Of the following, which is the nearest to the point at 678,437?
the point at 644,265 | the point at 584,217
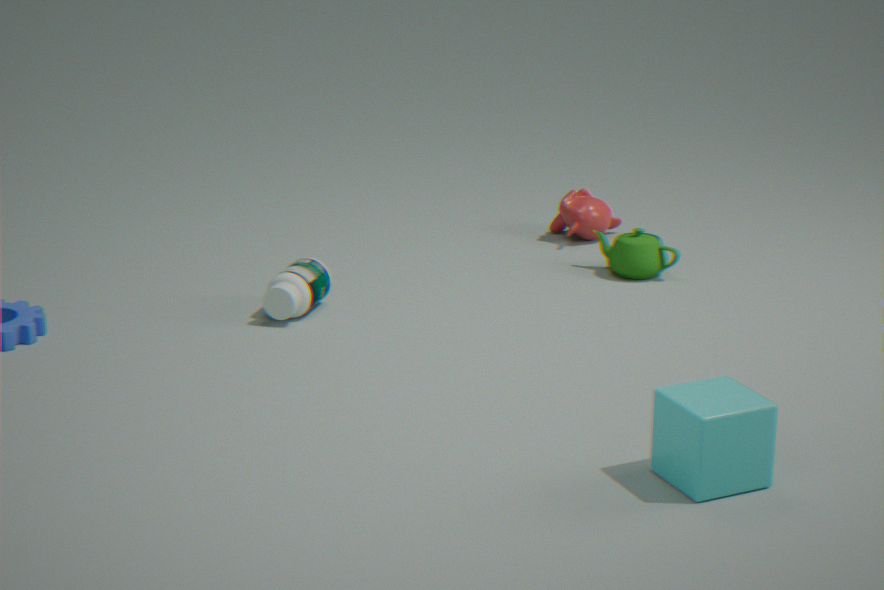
the point at 644,265
